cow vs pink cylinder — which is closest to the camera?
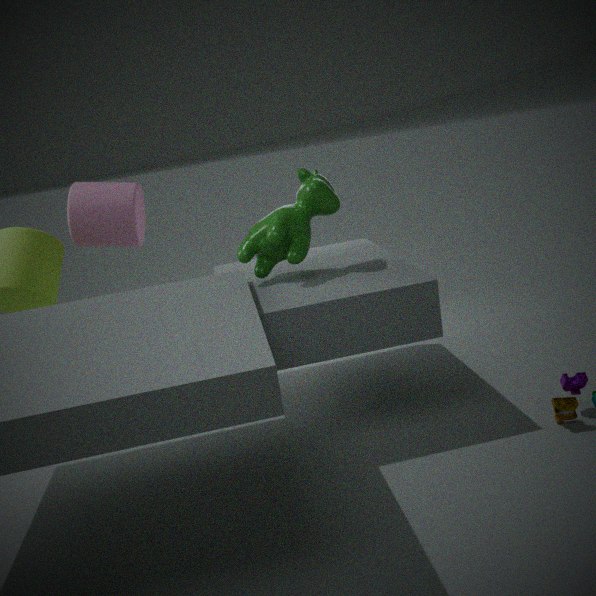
cow
